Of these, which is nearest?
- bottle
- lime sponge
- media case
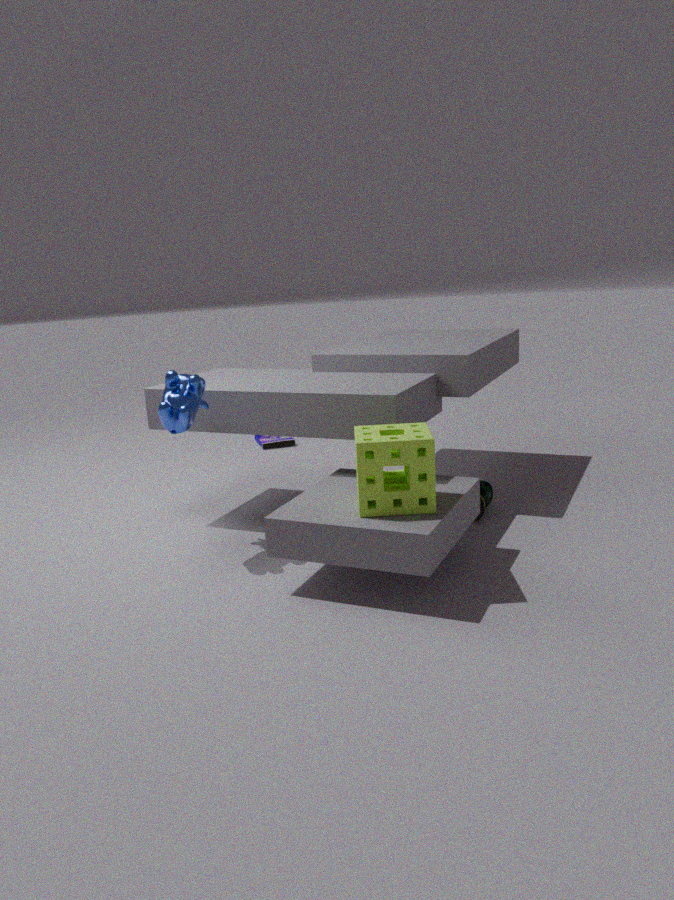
lime sponge
